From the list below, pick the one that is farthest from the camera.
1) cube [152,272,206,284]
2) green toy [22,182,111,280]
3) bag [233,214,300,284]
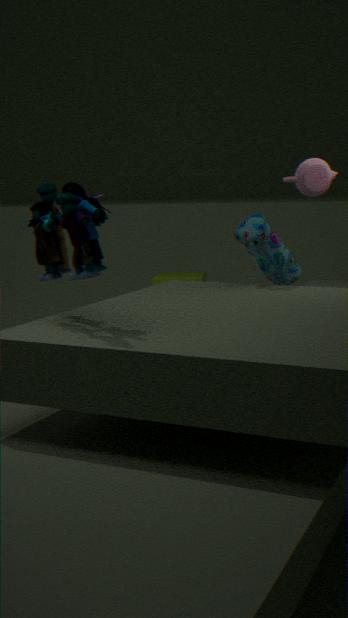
1. cube [152,272,206,284]
